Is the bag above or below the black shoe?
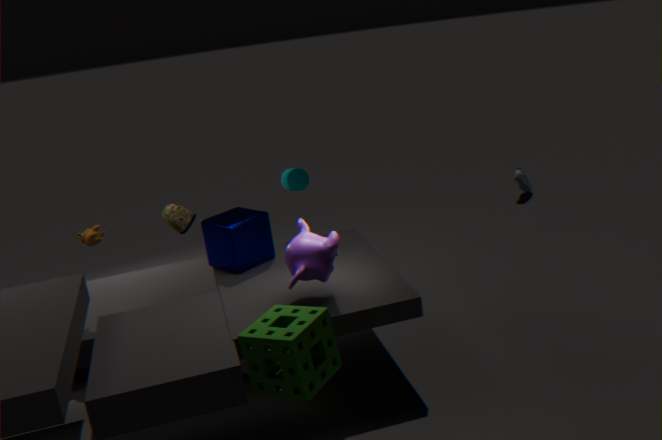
above
